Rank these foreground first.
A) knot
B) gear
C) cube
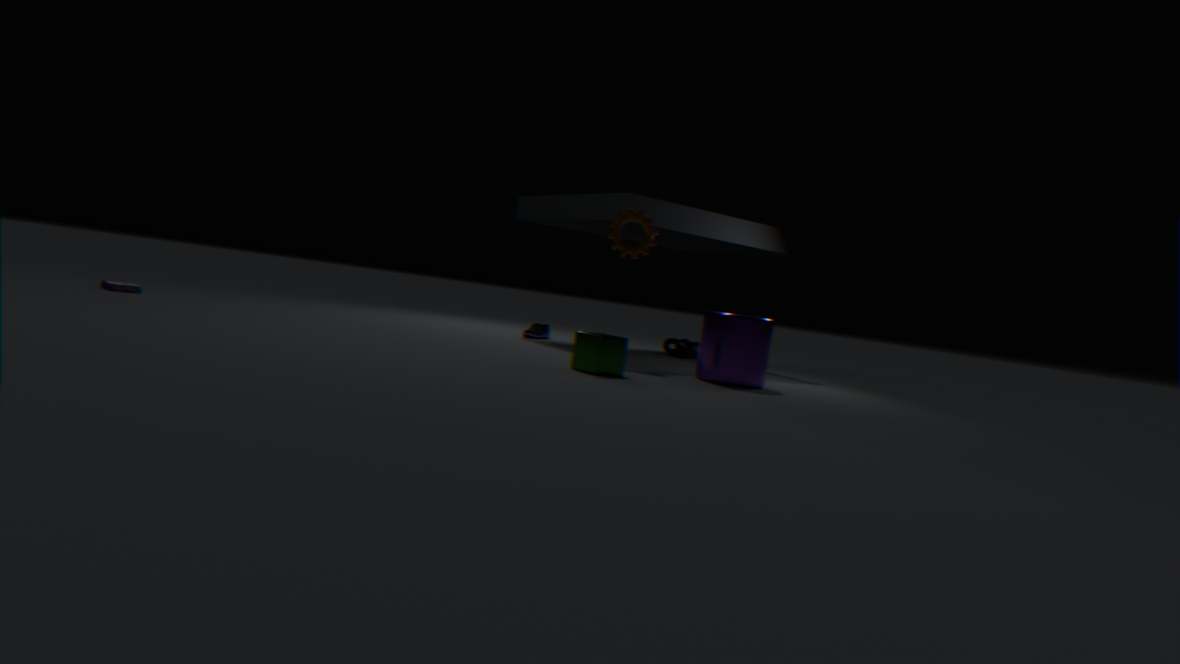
cube
gear
knot
